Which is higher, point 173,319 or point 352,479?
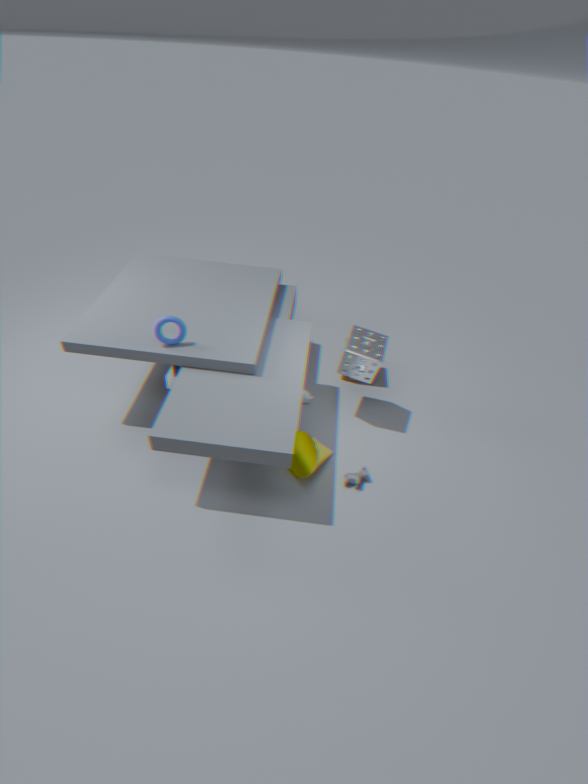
point 173,319
